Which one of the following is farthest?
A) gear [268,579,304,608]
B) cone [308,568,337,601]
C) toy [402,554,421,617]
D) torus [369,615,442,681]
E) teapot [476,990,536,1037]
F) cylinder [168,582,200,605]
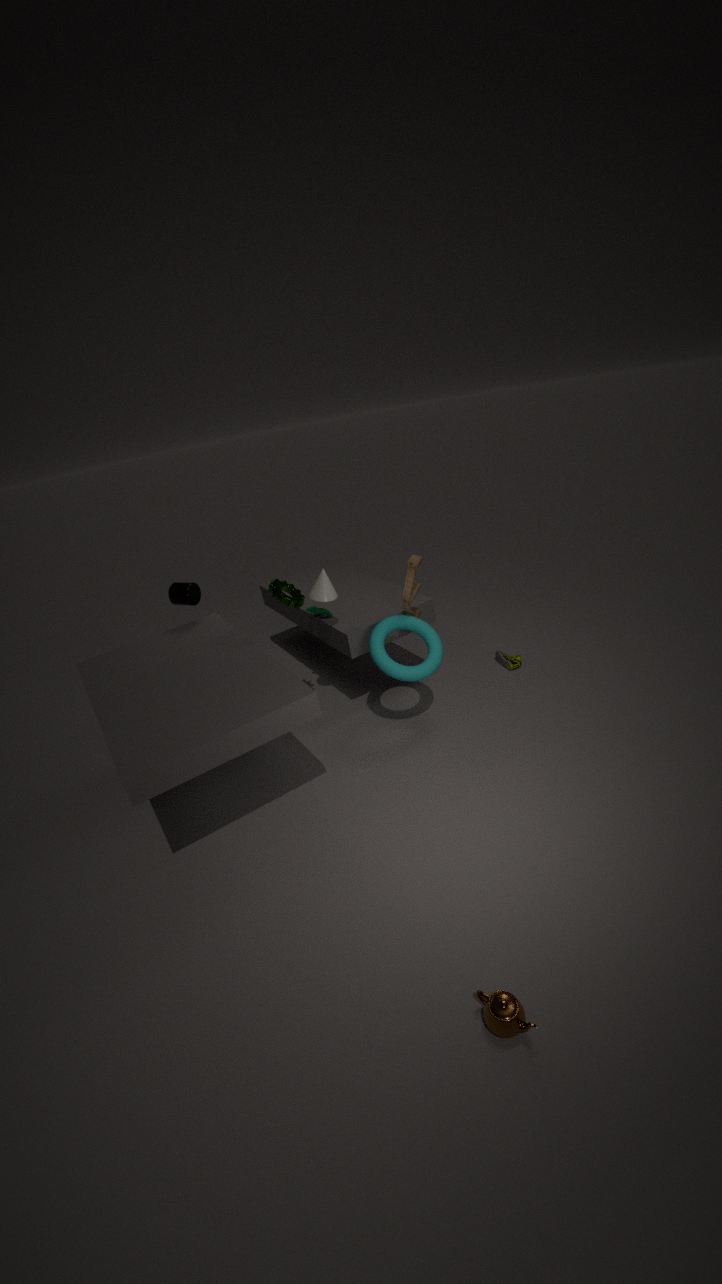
cylinder [168,582,200,605]
